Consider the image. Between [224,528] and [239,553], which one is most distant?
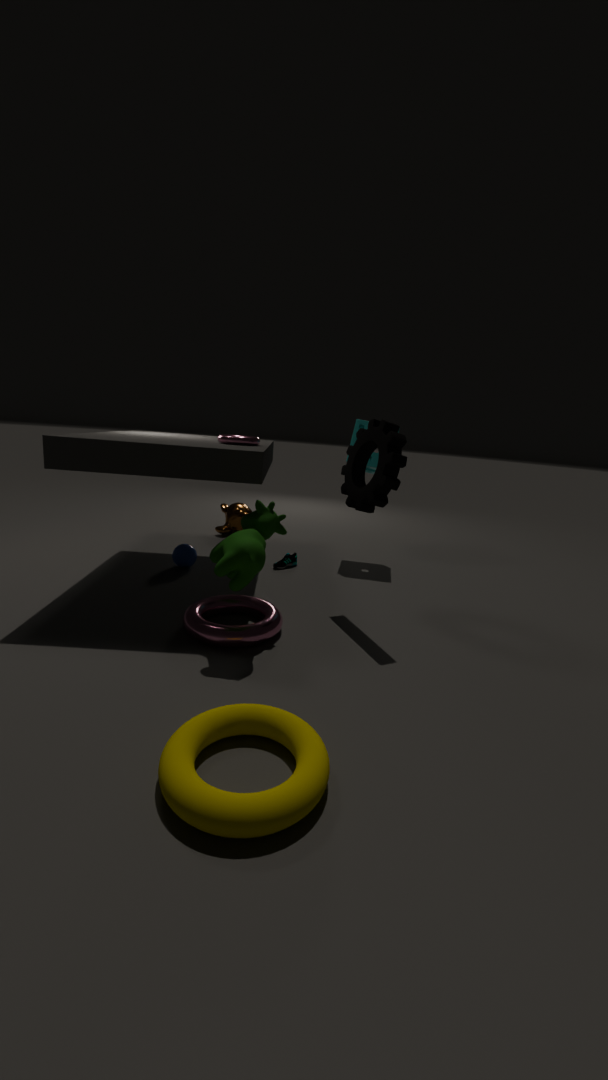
[224,528]
